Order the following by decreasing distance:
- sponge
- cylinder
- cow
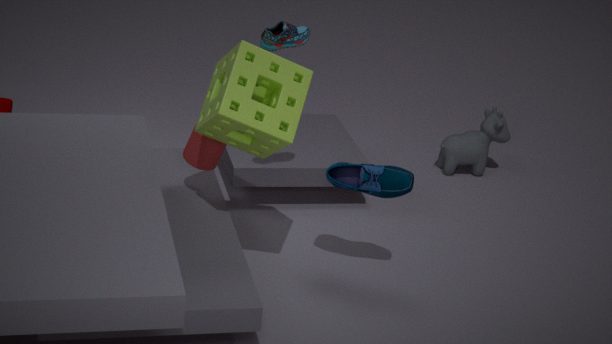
cow < cylinder < sponge
